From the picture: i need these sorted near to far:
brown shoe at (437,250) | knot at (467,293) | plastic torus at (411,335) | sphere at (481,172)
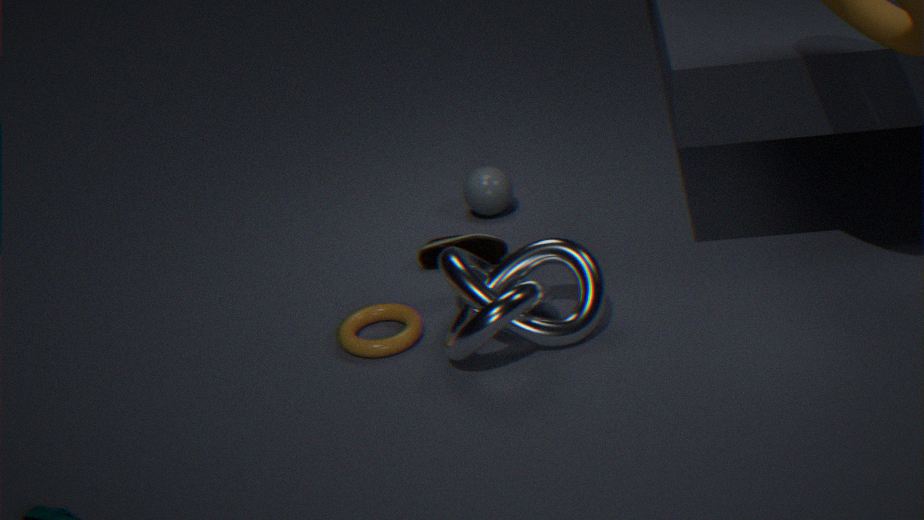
knot at (467,293), plastic torus at (411,335), brown shoe at (437,250), sphere at (481,172)
